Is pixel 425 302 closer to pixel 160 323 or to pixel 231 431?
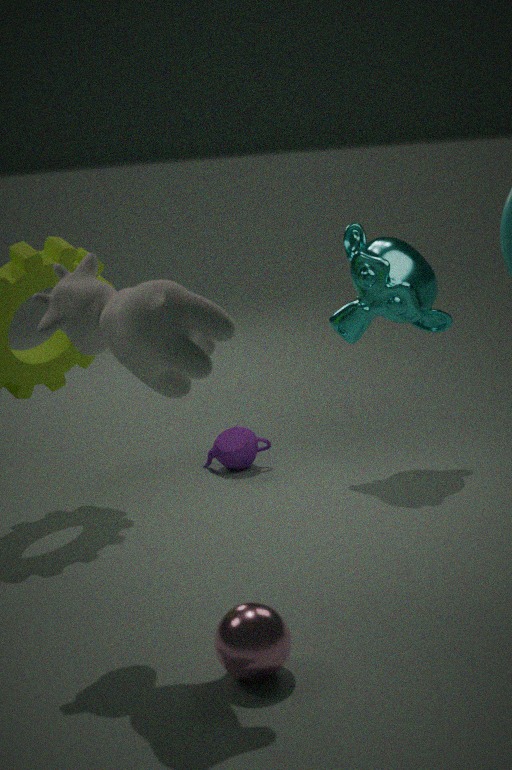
pixel 231 431
